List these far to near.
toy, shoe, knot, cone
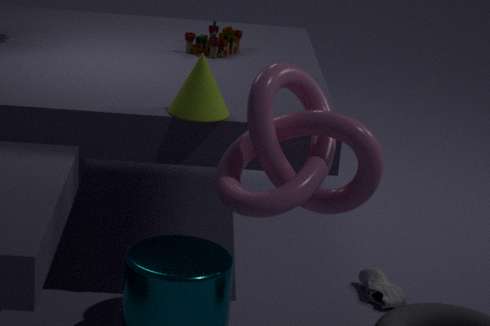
toy → shoe → cone → knot
